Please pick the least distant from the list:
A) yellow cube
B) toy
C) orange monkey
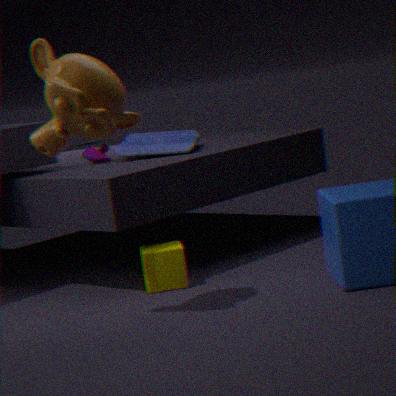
orange monkey
